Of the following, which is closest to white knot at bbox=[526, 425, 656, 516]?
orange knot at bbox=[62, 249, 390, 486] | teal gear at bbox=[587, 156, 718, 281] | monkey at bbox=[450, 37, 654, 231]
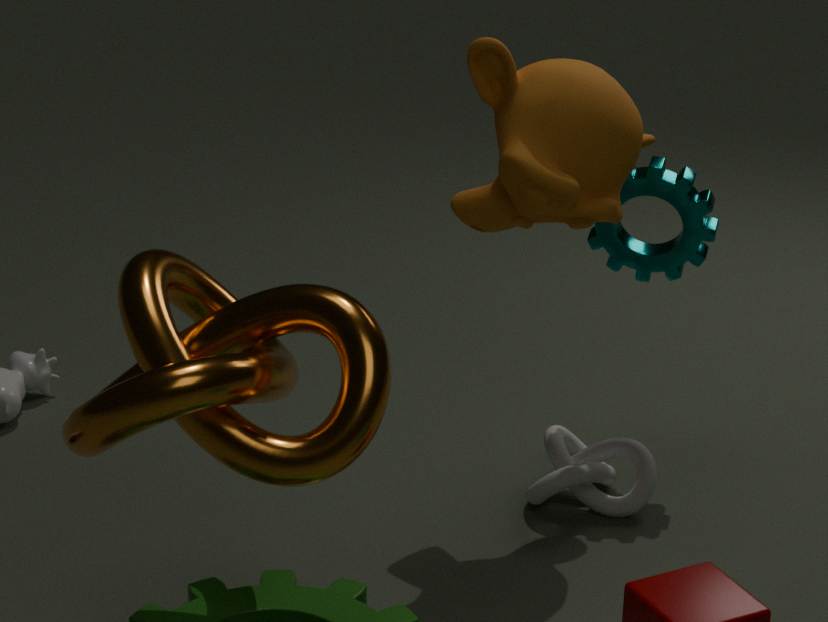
teal gear at bbox=[587, 156, 718, 281]
